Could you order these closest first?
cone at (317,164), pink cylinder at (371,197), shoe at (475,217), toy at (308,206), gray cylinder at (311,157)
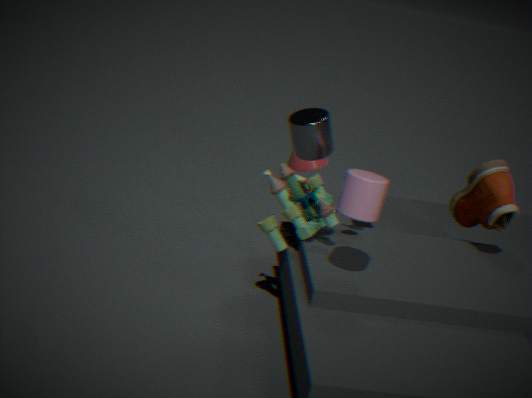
pink cylinder at (371,197) < gray cylinder at (311,157) < toy at (308,206) < shoe at (475,217) < cone at (317,164)
